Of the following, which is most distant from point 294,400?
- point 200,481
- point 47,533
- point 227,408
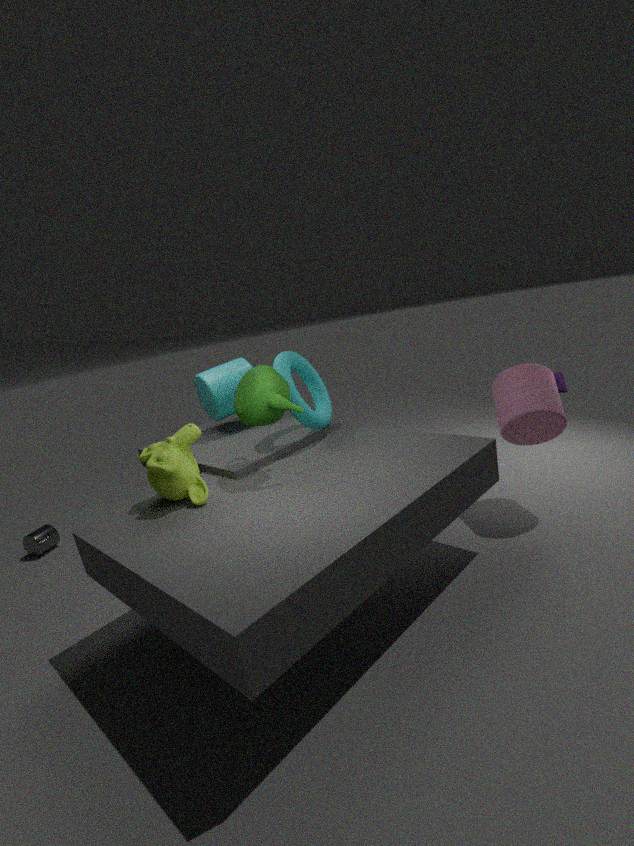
point 47,533
